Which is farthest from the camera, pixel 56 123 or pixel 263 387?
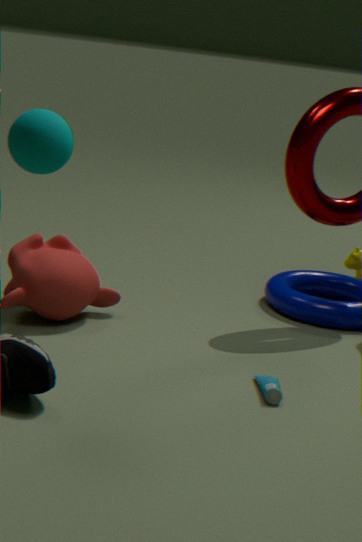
pixel 263 387
